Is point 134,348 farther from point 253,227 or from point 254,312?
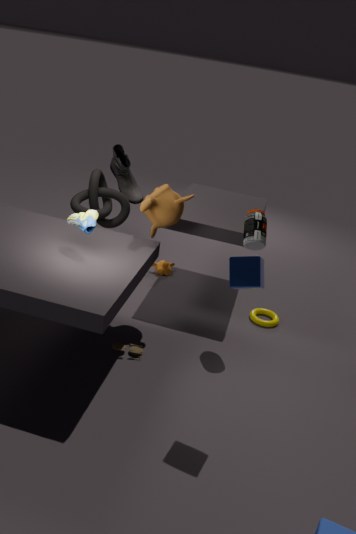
point 254,312
